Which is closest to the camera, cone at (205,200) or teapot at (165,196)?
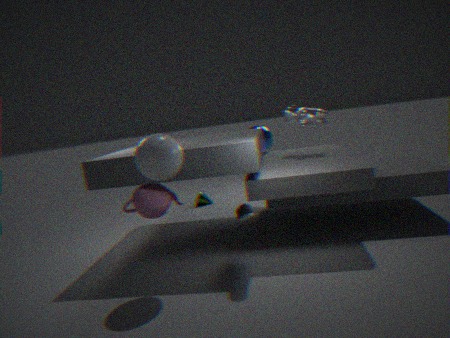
teapot at (165,196)
